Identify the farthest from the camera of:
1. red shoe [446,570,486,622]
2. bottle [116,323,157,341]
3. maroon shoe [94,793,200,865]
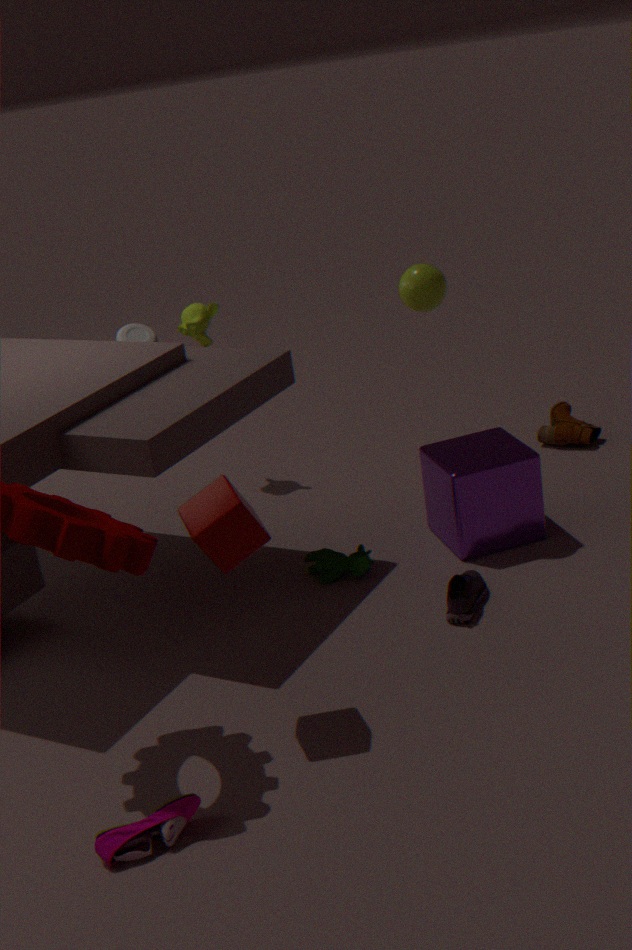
bottle [116,323,157,341]
